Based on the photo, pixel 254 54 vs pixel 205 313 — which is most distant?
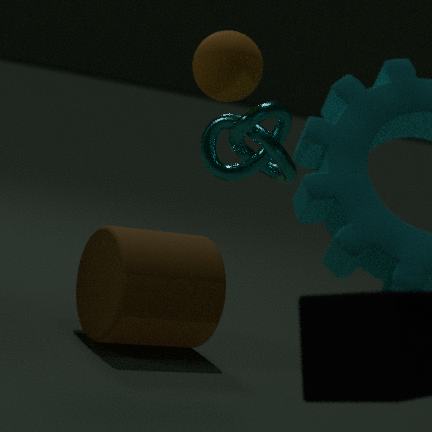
pixel 205 313
